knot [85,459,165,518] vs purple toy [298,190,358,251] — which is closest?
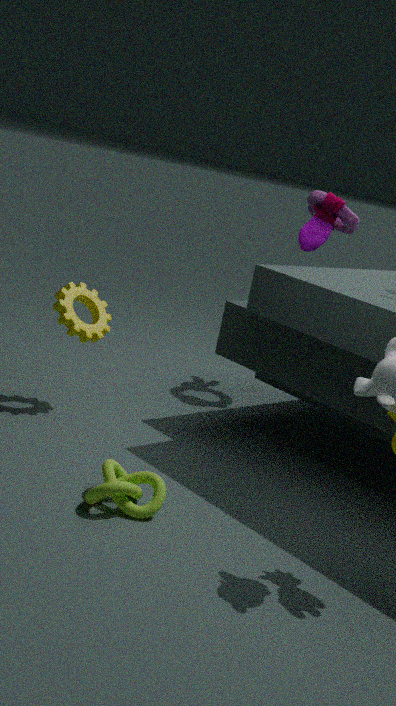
knot [85,459,165,518]
